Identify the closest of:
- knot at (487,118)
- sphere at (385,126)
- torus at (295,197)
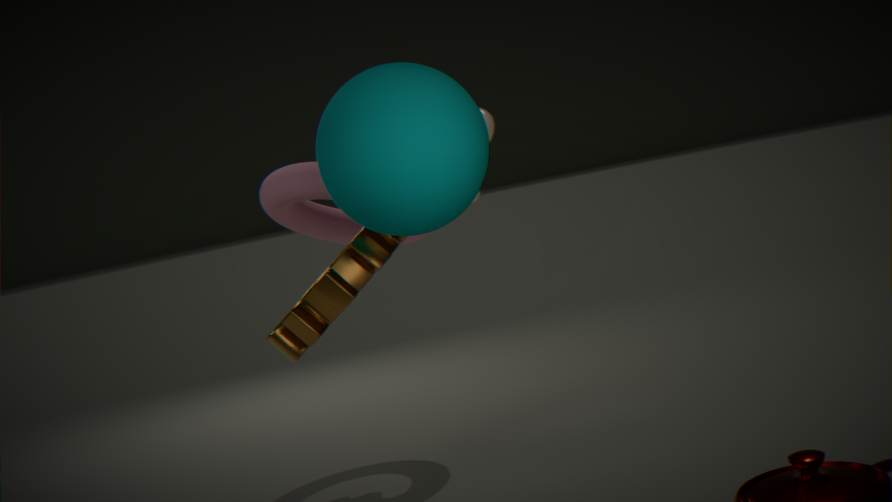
sphere at (385,126)
